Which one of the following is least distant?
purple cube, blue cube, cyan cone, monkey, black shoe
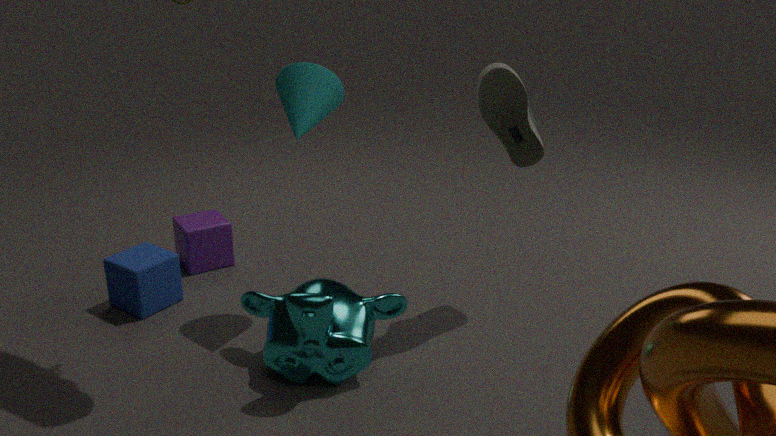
monkey
